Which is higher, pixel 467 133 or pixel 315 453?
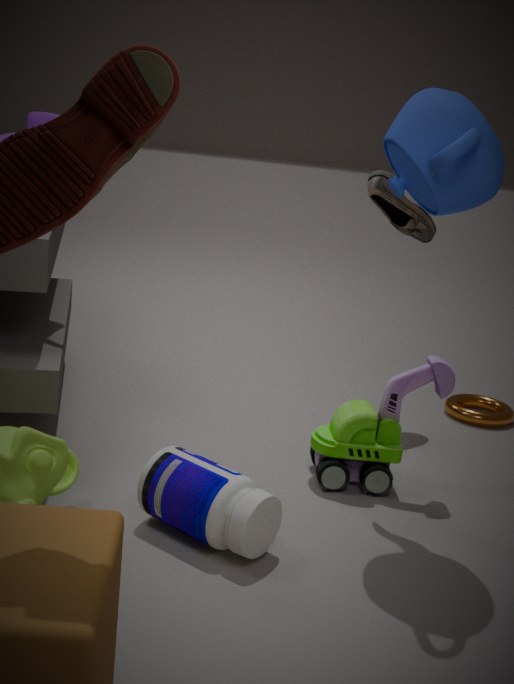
pixel 467 133
